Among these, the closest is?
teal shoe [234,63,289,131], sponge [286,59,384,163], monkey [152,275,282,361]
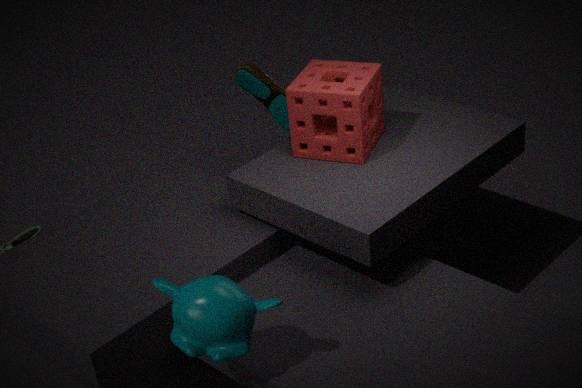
monkey [152,275,282,361]
